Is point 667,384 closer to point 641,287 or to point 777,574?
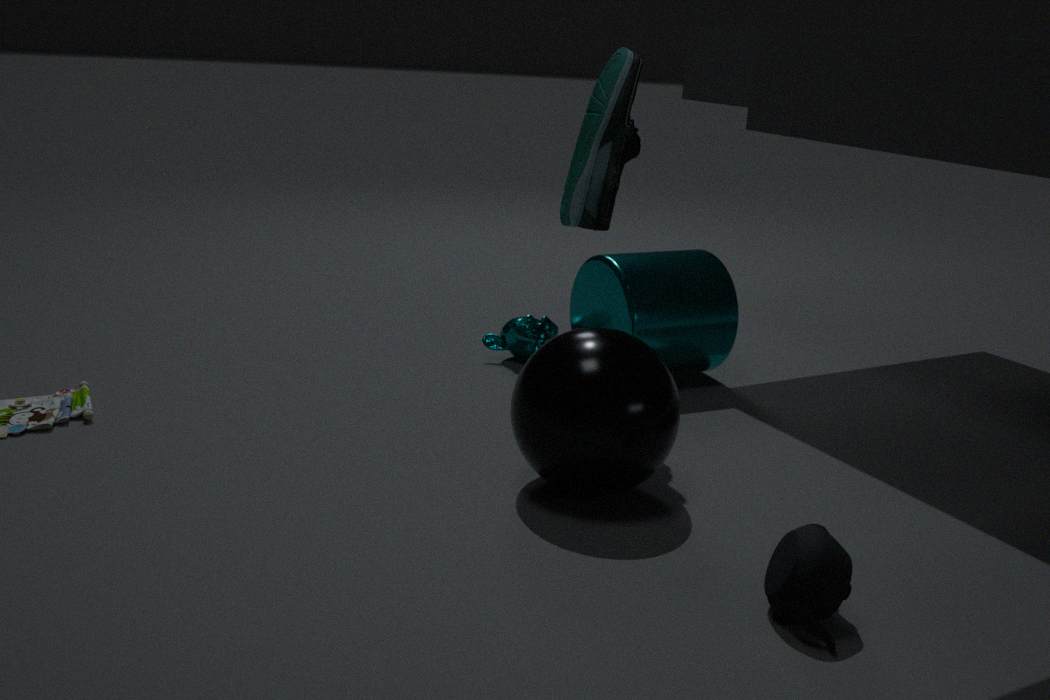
point 777,574
